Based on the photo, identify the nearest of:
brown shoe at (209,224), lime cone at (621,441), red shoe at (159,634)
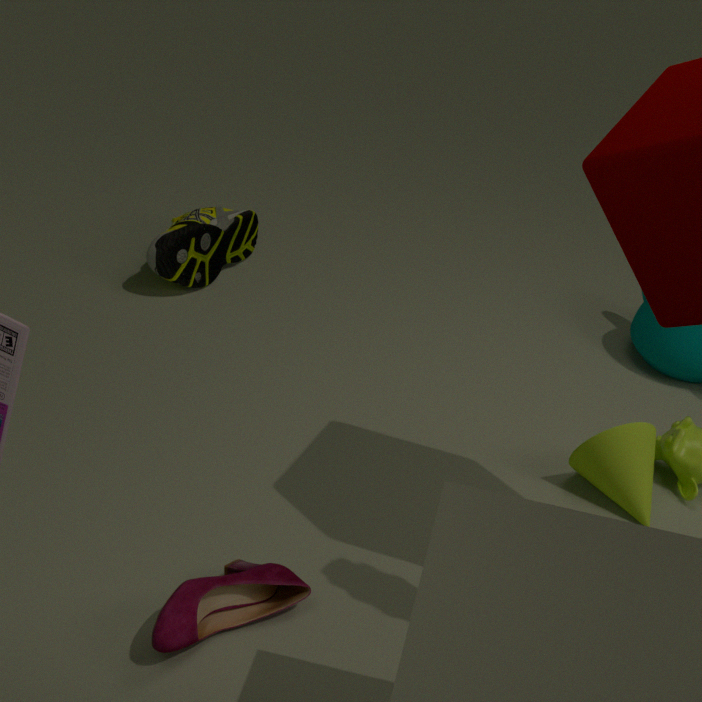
red shoe at (159,634)
